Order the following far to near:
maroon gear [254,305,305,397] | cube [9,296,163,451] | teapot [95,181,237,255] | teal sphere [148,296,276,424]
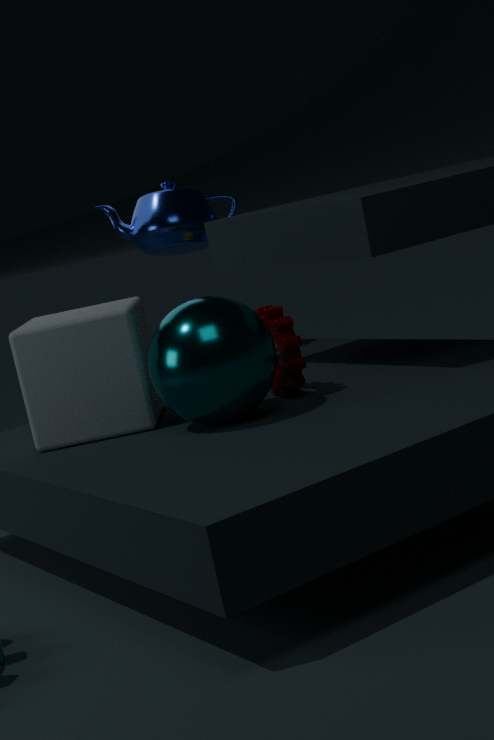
teapot [95,181,237,255]
maroon gear [254,305,305,397]
cube [9,296,163,451]
teal sphere [148,296,276,424]
